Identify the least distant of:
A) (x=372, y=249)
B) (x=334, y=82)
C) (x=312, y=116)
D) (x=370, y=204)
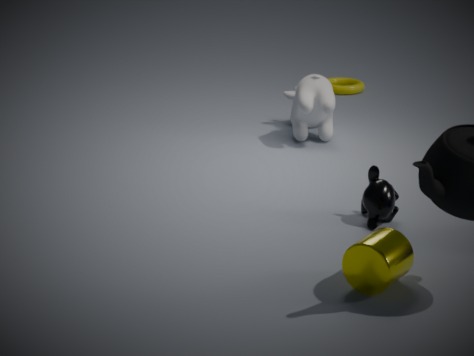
(x=372, y=249)
